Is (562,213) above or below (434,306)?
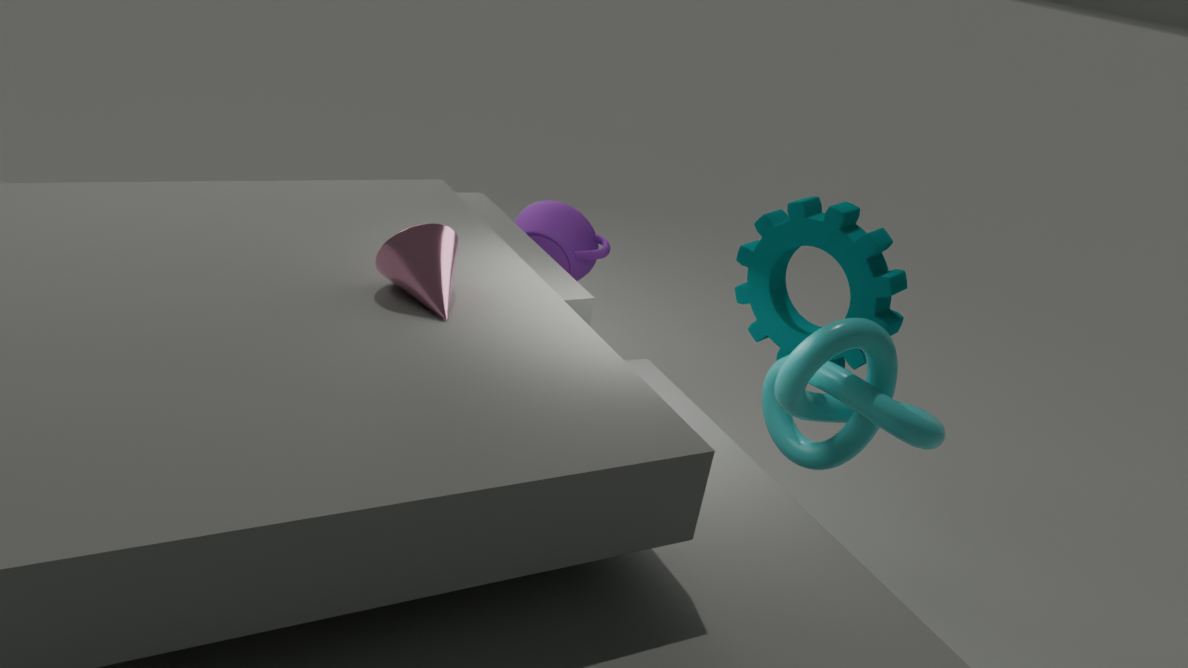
below
